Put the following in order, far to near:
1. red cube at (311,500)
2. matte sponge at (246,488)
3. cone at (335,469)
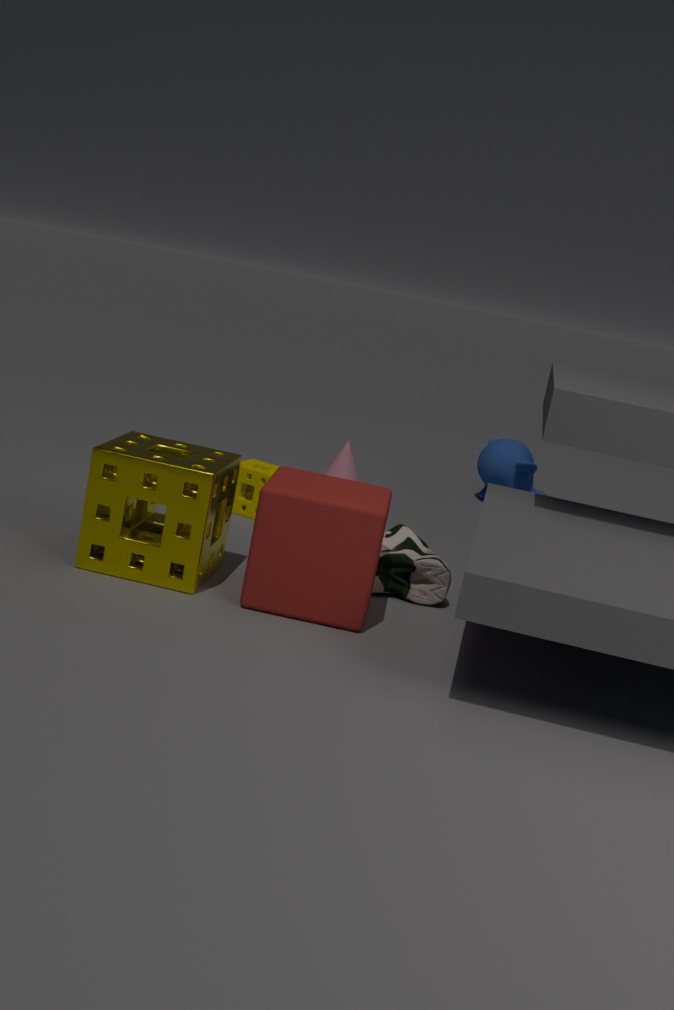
cone at (335,469) → matte sponge at (246,488) → red cube at (311,500)
